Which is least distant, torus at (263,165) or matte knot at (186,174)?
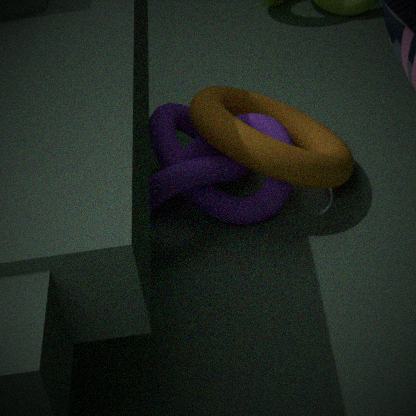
torus at (263,165)
